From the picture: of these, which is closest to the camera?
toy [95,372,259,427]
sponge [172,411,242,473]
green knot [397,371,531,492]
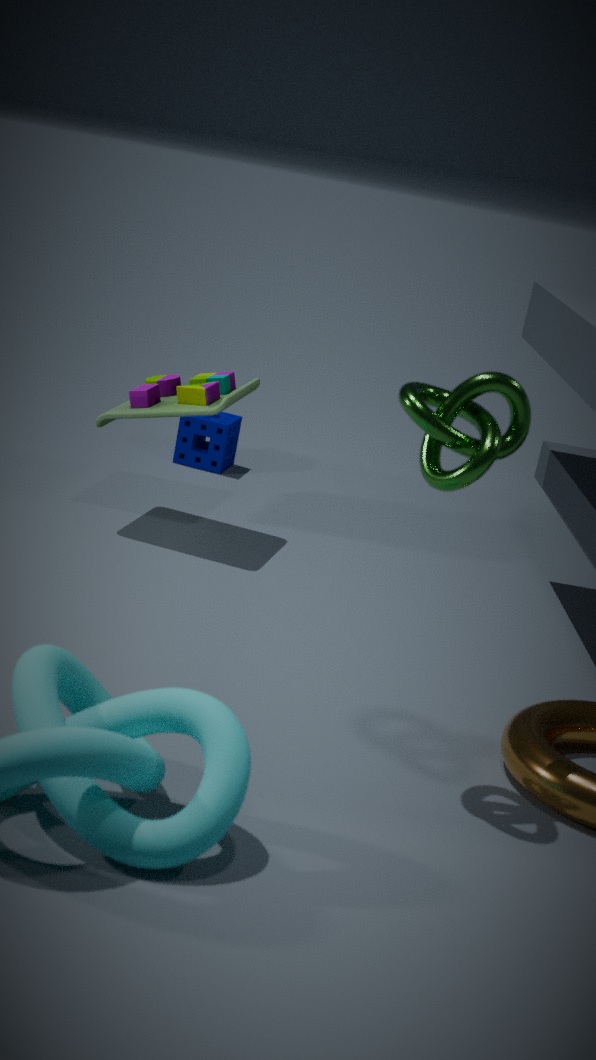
green knot [397,371,531,492]
